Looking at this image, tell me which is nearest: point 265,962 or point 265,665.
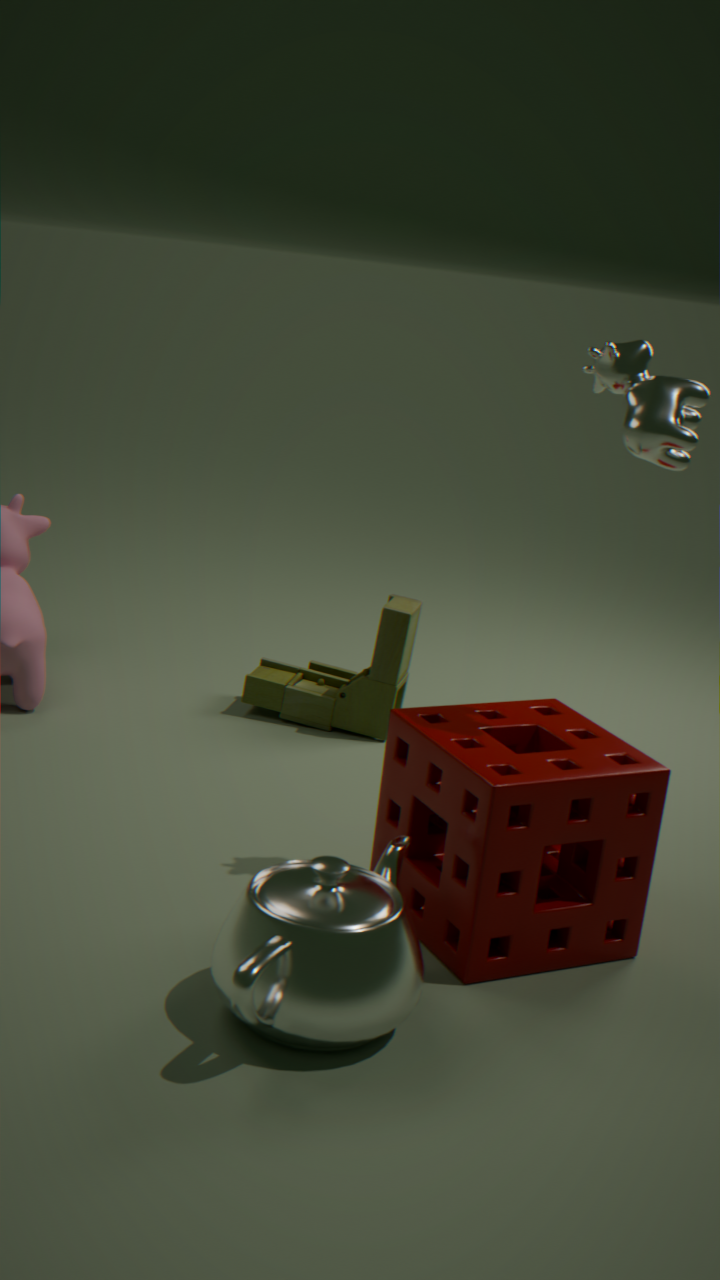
point 265,962
